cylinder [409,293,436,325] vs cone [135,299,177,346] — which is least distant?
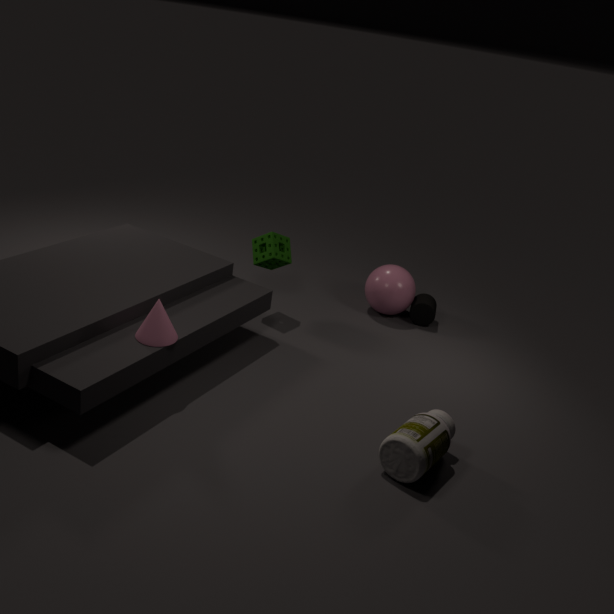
cone [135,299,177,346]
